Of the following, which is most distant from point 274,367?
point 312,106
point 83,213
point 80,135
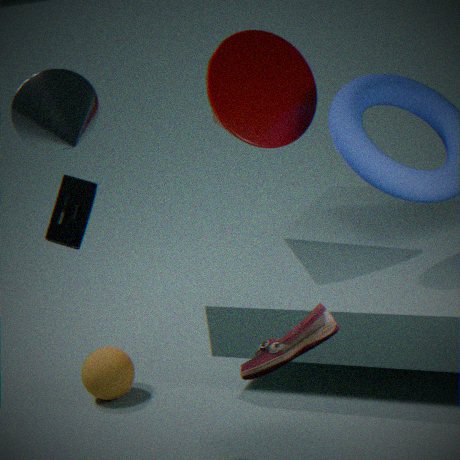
point 312,106
